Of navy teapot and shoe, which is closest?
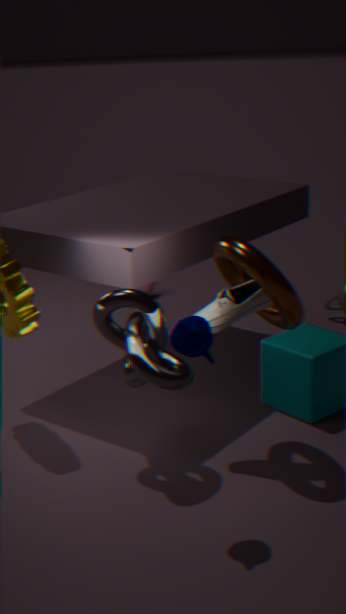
navy teapot
